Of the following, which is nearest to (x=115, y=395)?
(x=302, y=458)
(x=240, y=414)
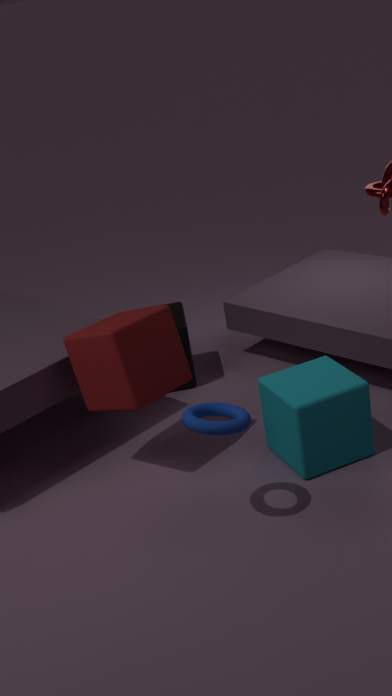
(x=240, y=414)
